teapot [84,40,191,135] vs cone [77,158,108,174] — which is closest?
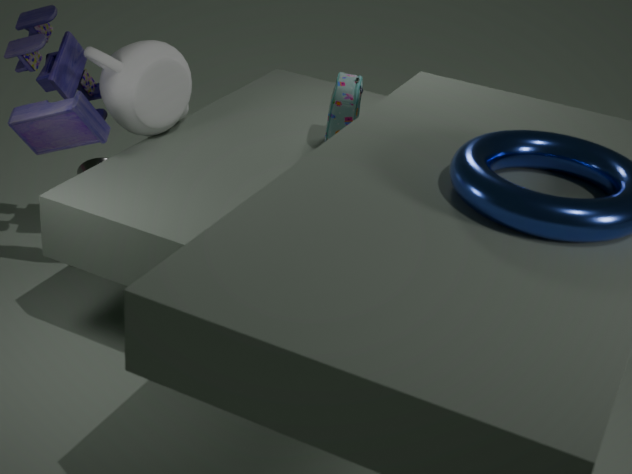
teapot [84,40,191,135]
